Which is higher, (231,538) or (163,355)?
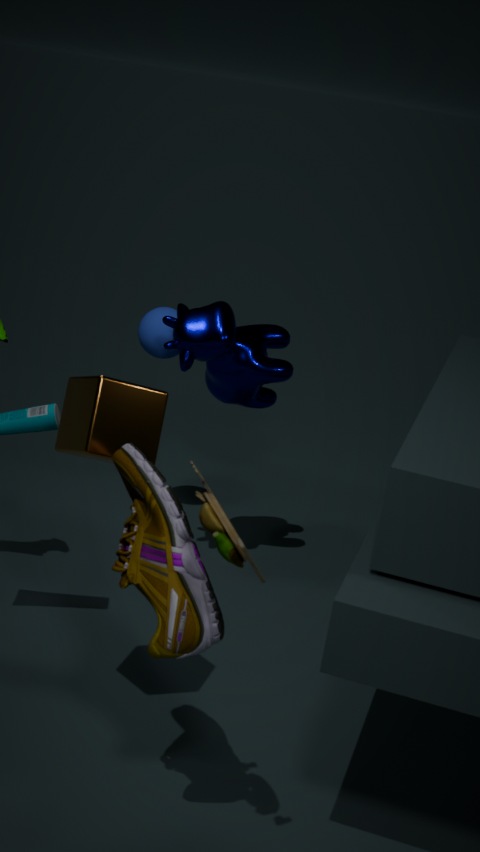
(231,538)
